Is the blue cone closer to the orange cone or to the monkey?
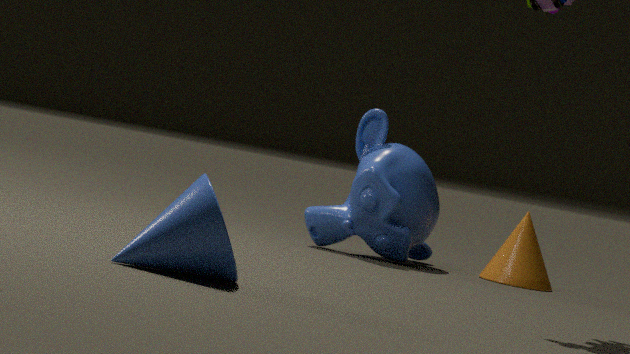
the monkey
